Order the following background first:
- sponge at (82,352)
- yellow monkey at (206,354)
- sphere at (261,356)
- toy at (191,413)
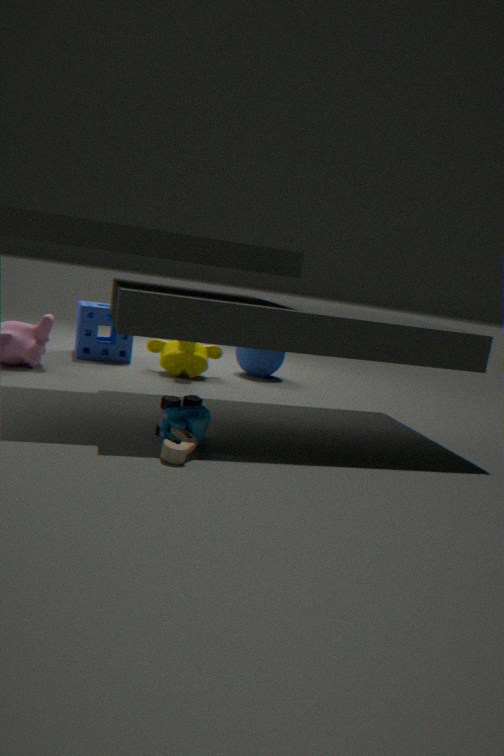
sphere at (261,356) → sponge at (82,352) → yellow monkey at (206,354) → toy at (191,413)
